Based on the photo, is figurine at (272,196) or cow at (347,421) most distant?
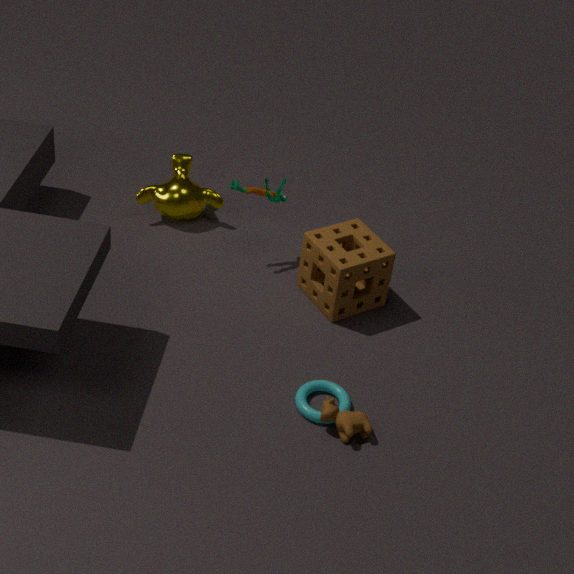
figurine at (272,196)
